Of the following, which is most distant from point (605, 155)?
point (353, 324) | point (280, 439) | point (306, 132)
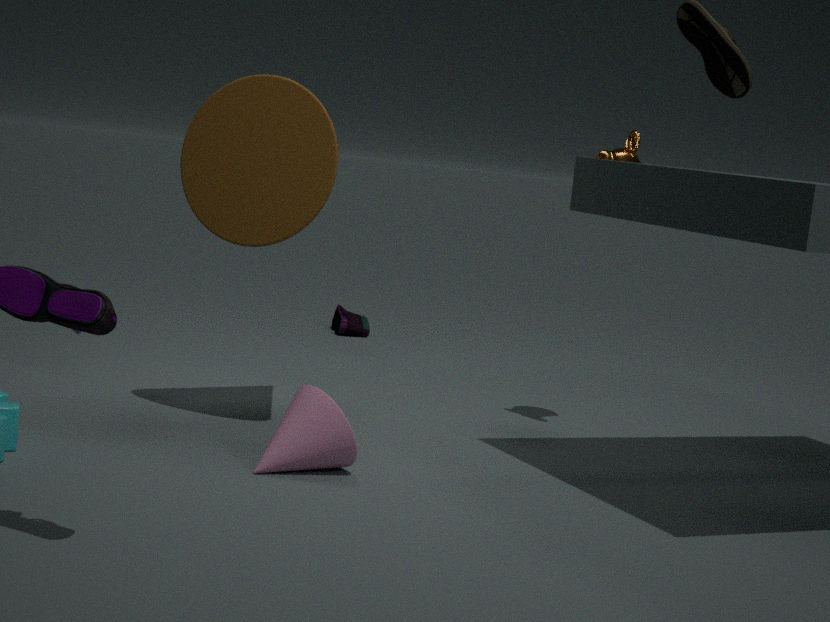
point (353, 324)
